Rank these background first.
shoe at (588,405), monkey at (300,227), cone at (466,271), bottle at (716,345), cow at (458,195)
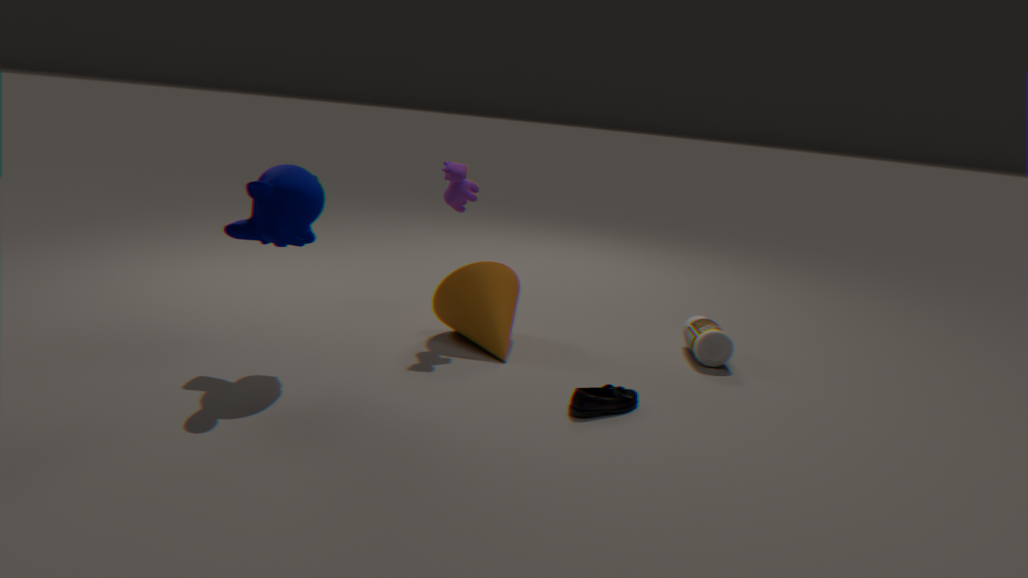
bottle at (716,345), cow at (458,195), cone at (466,271), shoe at (588,405), monkey at (300,227)
